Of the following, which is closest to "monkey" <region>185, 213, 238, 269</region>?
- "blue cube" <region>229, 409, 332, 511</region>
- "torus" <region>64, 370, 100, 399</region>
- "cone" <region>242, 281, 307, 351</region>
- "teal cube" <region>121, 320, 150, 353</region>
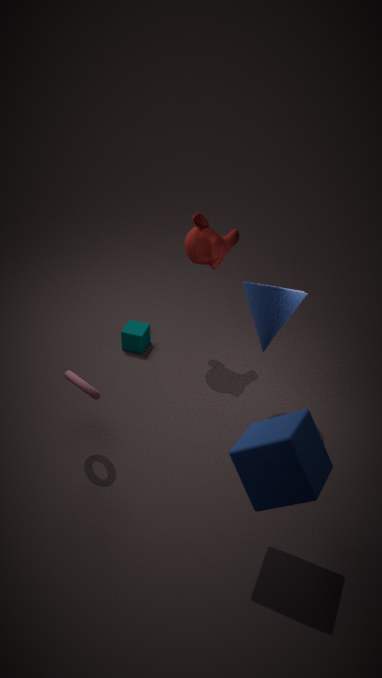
"cone" <region>242, 281, 307, 351</region>
